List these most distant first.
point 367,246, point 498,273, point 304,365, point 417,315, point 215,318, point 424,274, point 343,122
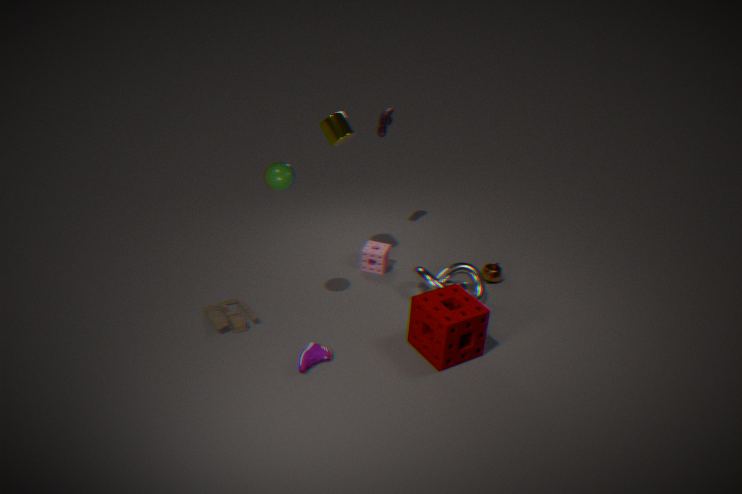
point 367,246
point 498,273
point 424,274
point 343,122
point 215,318
point 417,315
point 304,365
